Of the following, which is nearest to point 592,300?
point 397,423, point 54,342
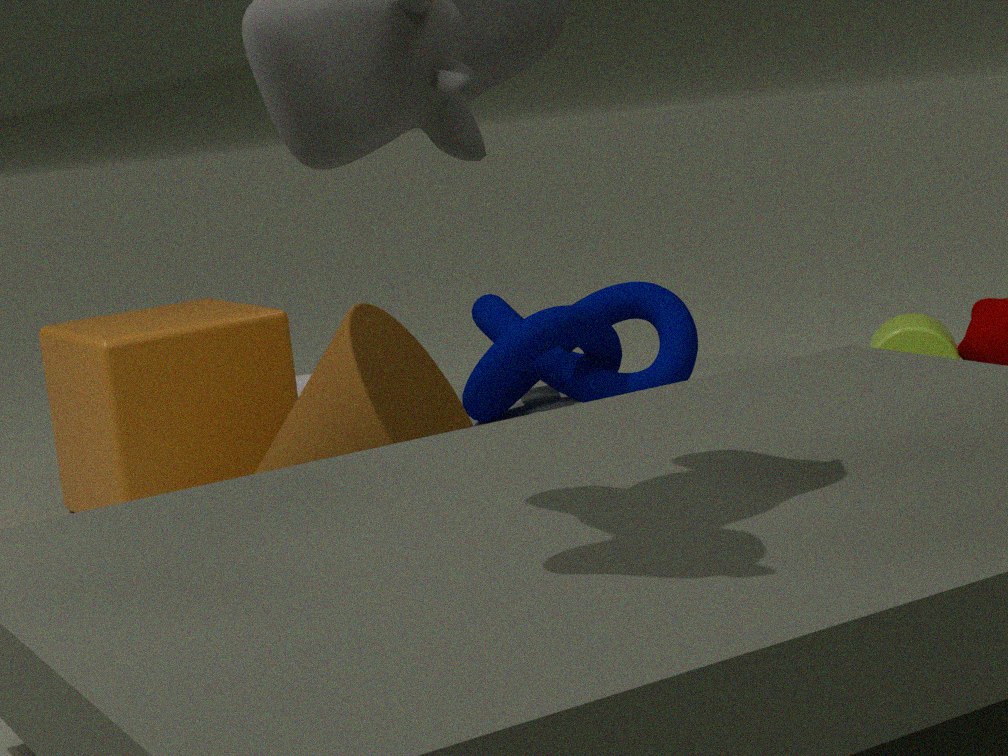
point 54,342
